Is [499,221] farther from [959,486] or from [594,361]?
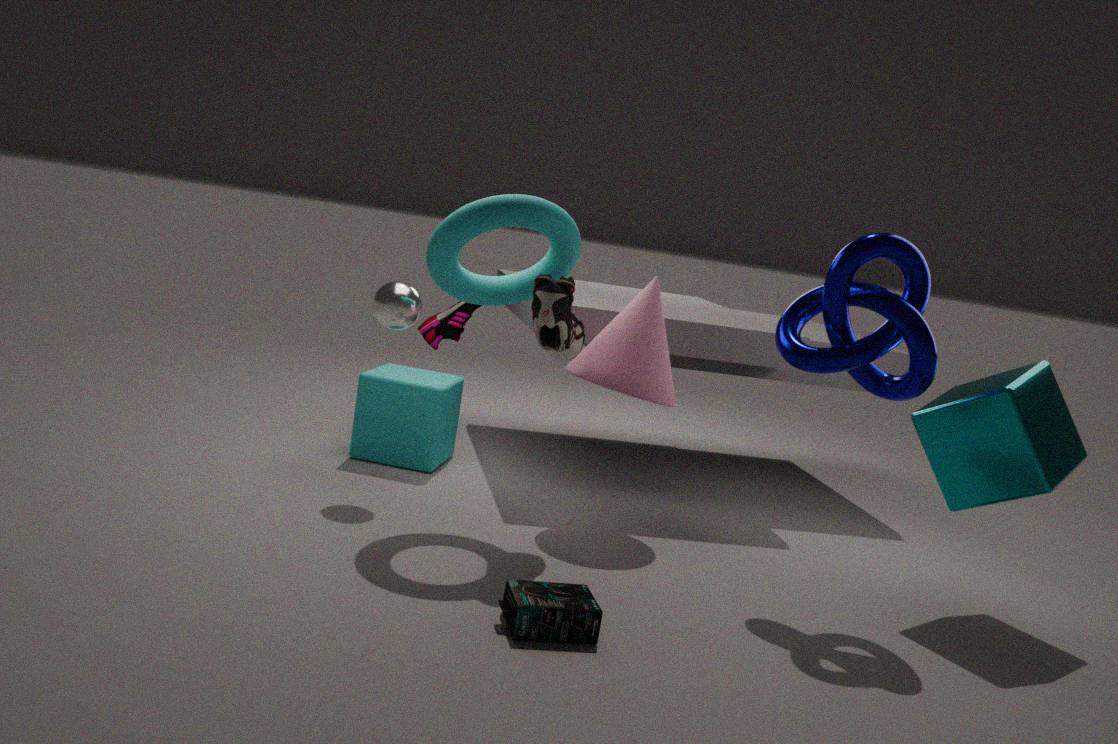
[959,486]
